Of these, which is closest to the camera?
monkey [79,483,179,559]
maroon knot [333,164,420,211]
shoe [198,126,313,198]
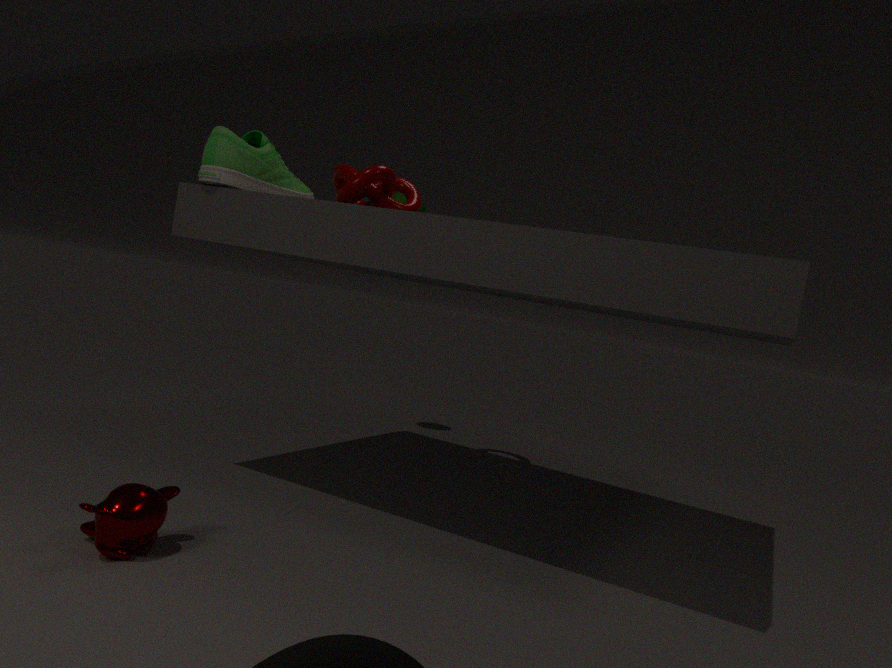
monkey [79,483,179,559]
